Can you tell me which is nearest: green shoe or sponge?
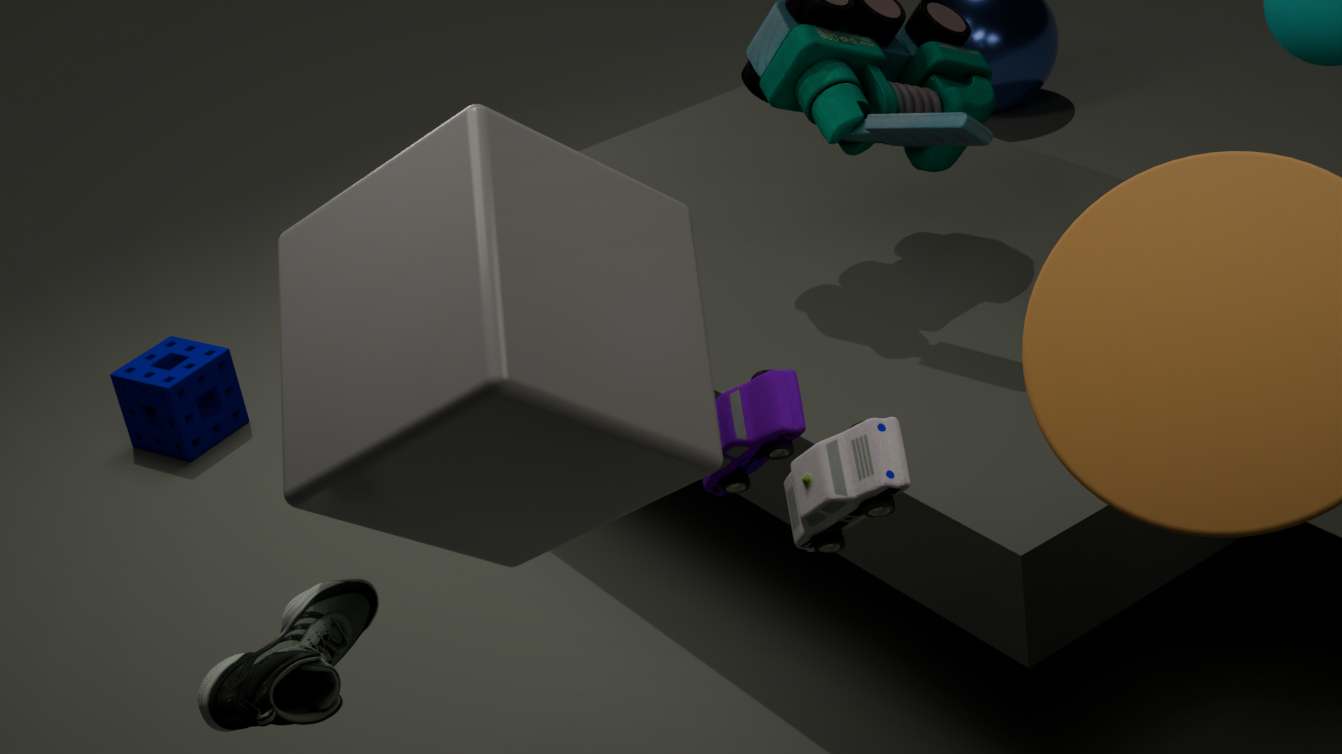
green shoe
